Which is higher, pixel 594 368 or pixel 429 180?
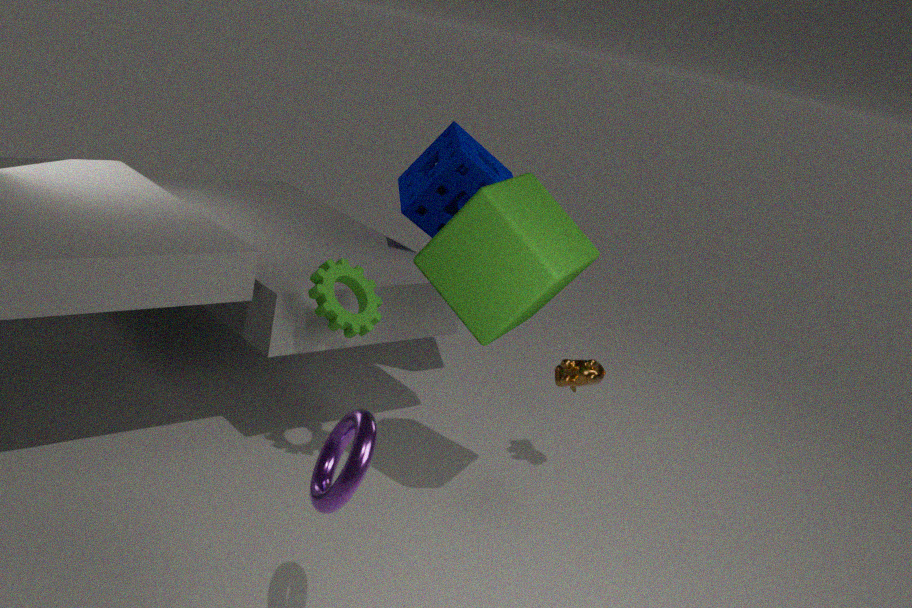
pixel 429 180
